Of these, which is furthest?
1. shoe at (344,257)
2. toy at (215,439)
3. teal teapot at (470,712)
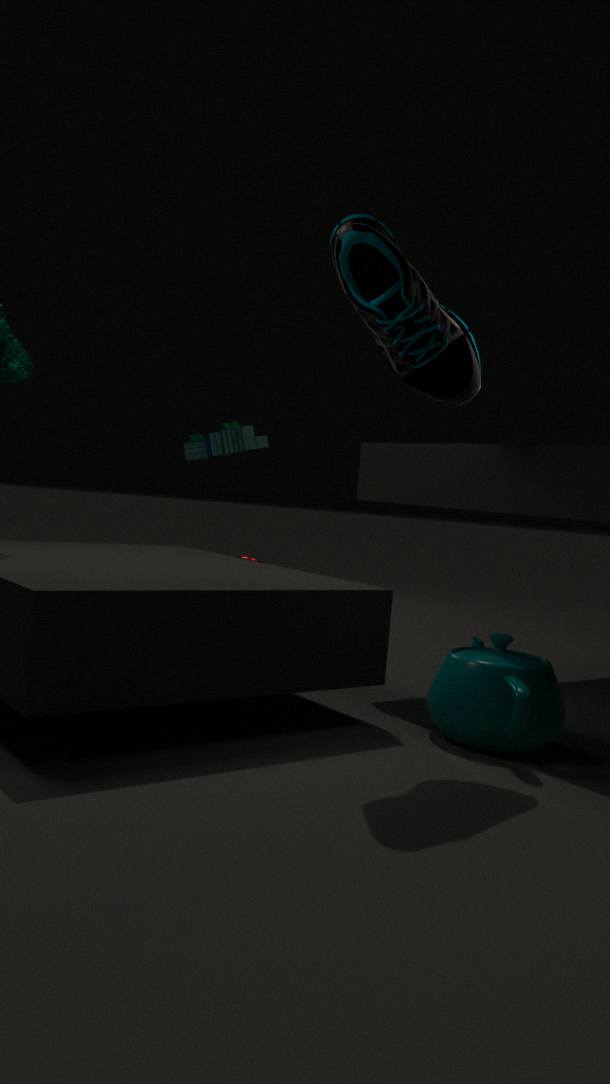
toy at (215,439)
